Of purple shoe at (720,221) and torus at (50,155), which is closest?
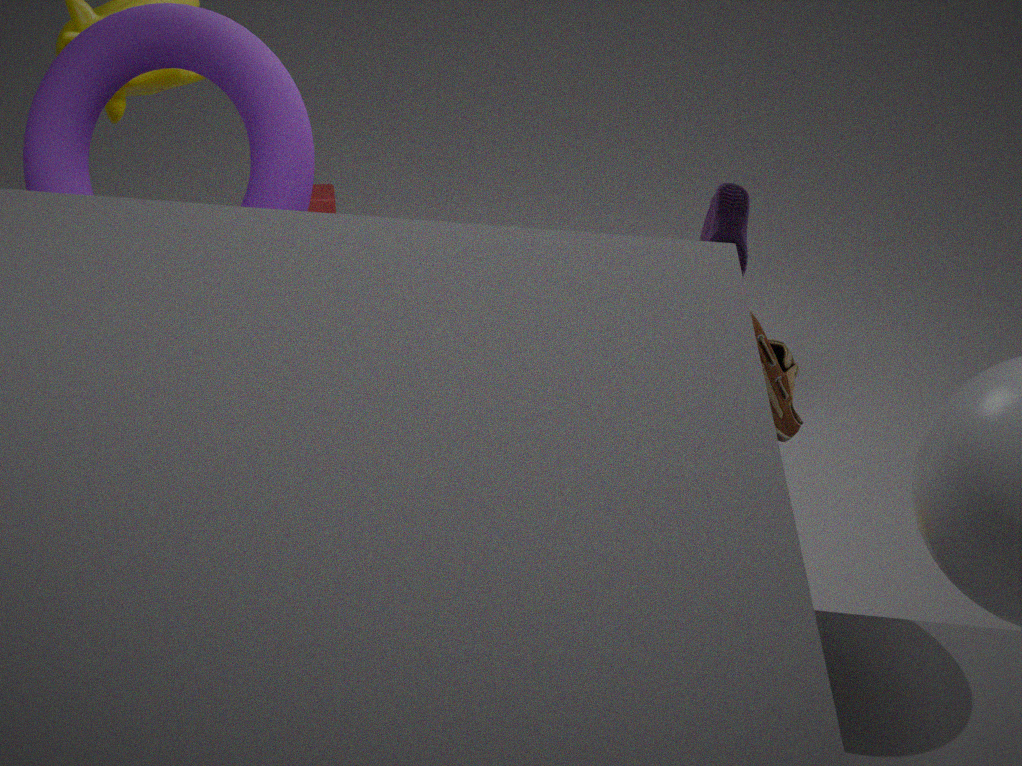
torus at (50,155)
